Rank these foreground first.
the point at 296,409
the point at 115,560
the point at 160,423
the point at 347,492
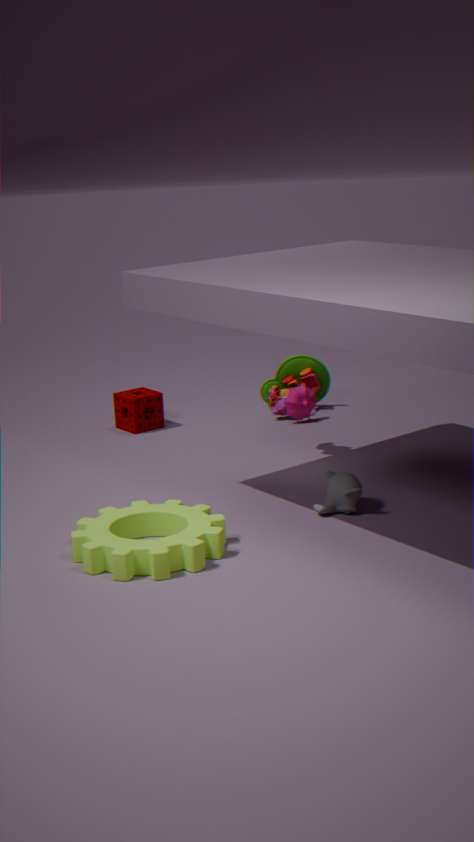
the point at 115,560 < the point at 347,492 < the point at 296,409 < the point at 160,423
